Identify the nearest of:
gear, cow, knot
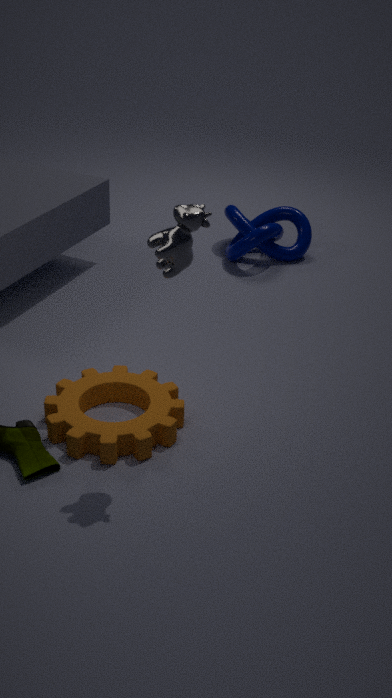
cow
